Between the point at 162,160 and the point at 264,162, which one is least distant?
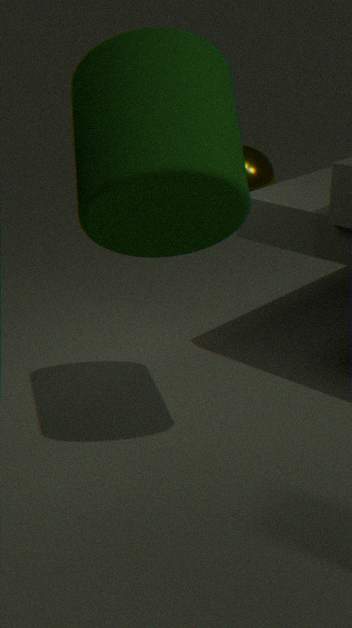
the point at 162,160
